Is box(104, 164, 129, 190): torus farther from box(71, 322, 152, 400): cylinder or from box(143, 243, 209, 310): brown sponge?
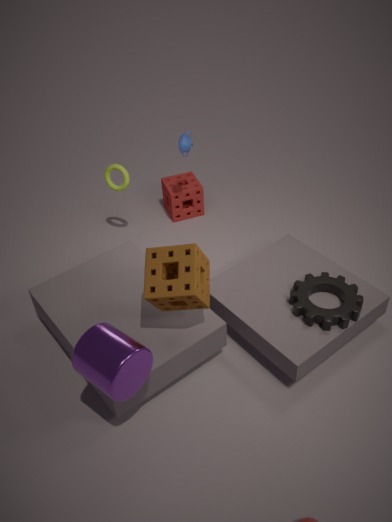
box(71, 322, 152, 400): cylinder
